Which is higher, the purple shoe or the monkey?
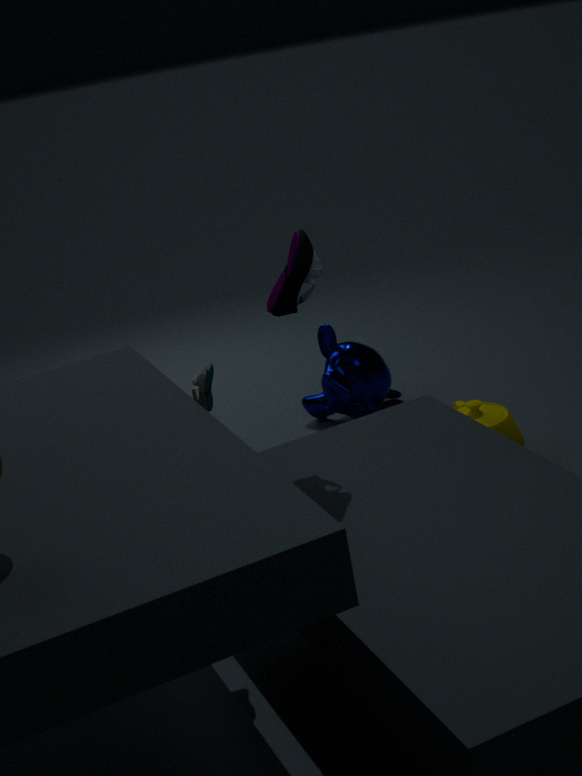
the purple shoe
